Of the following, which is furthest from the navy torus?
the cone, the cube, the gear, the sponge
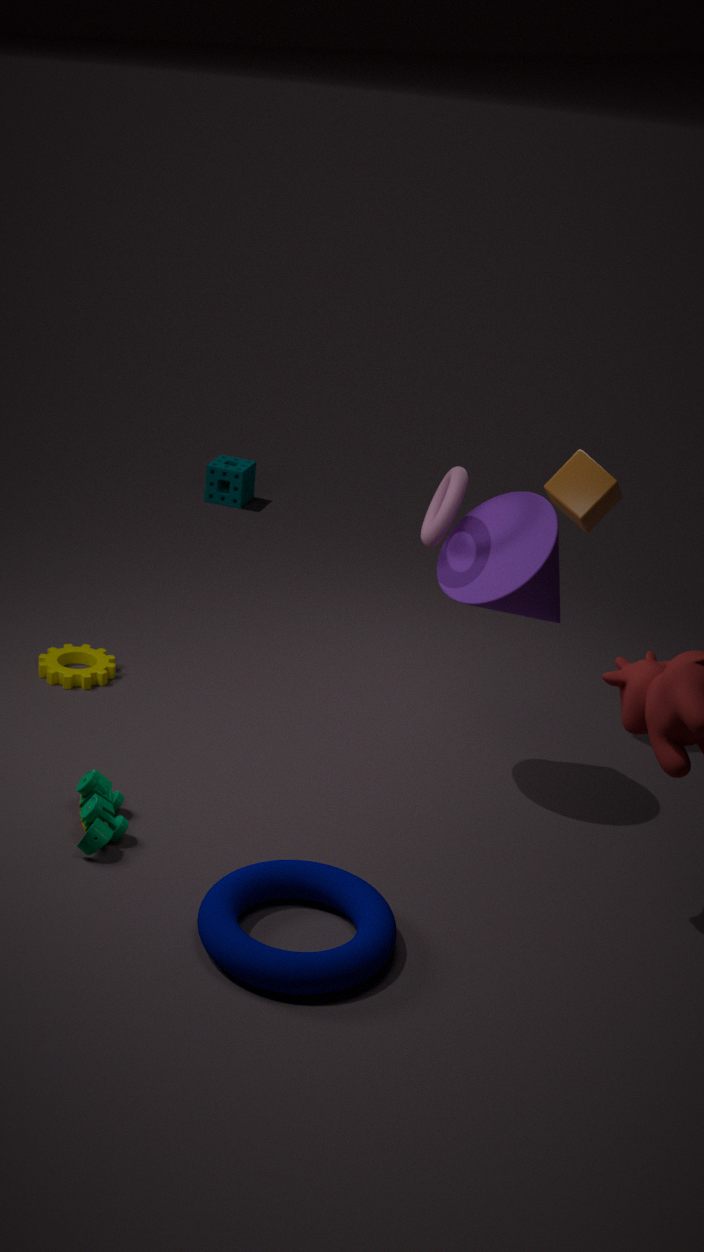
the sponge
